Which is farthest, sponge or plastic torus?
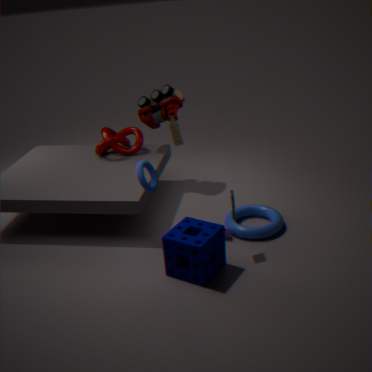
plastic torus
